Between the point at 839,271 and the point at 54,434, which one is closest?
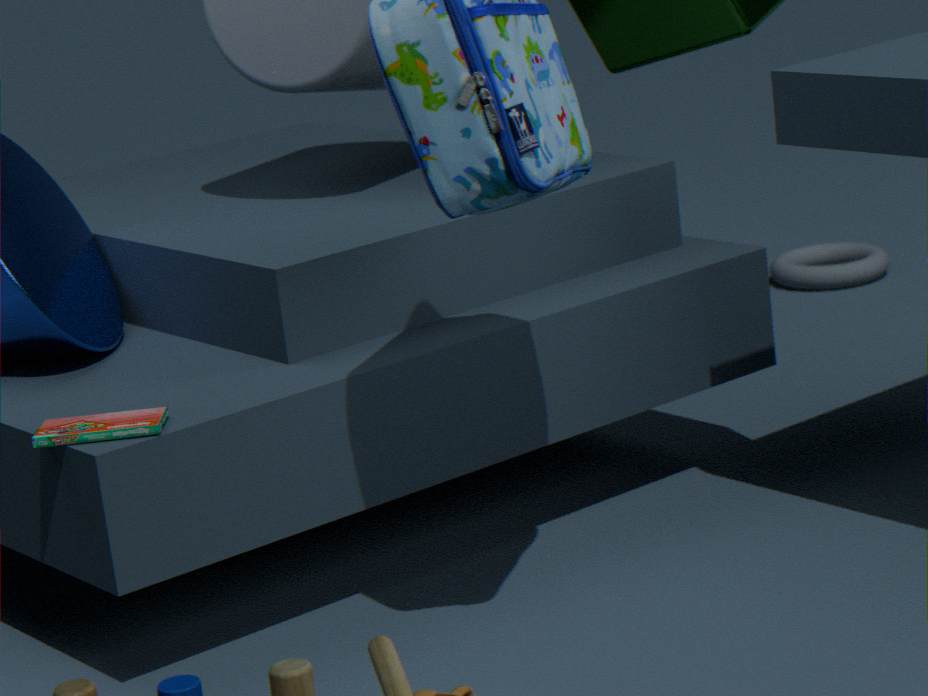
the point at 54,434
